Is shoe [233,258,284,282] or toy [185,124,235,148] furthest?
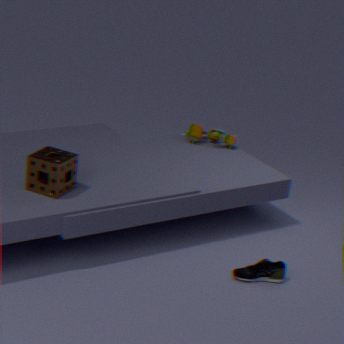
toy [185,124,235,148]
